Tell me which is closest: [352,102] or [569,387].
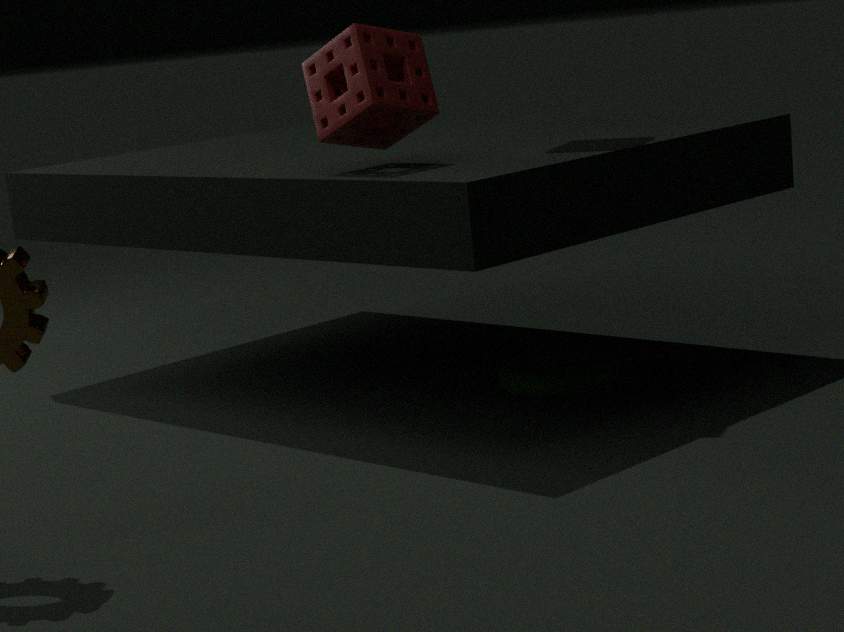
[352,102]
